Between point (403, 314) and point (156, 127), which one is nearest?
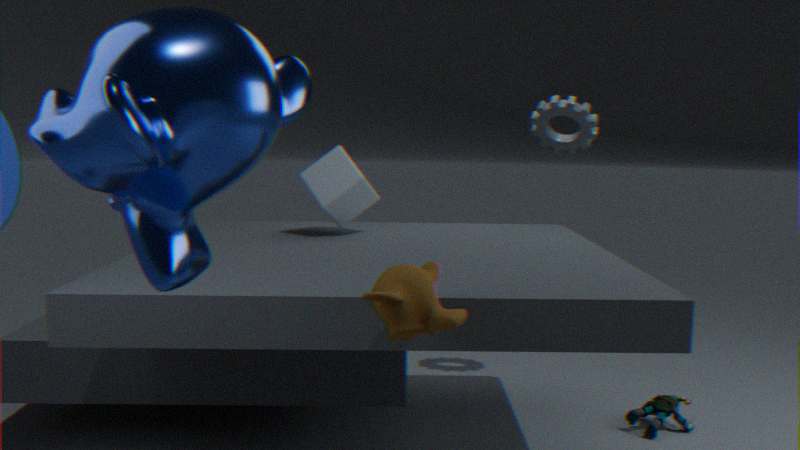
point (156, 127)
